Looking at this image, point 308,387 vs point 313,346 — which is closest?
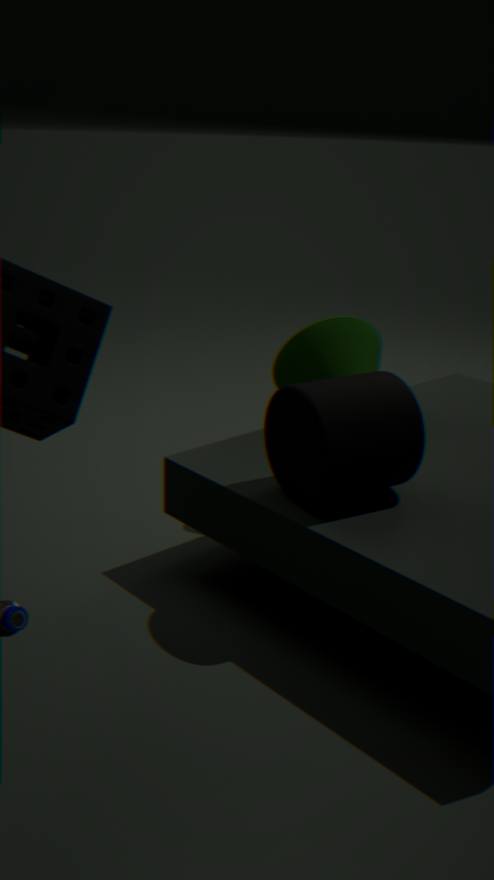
point 308,387
